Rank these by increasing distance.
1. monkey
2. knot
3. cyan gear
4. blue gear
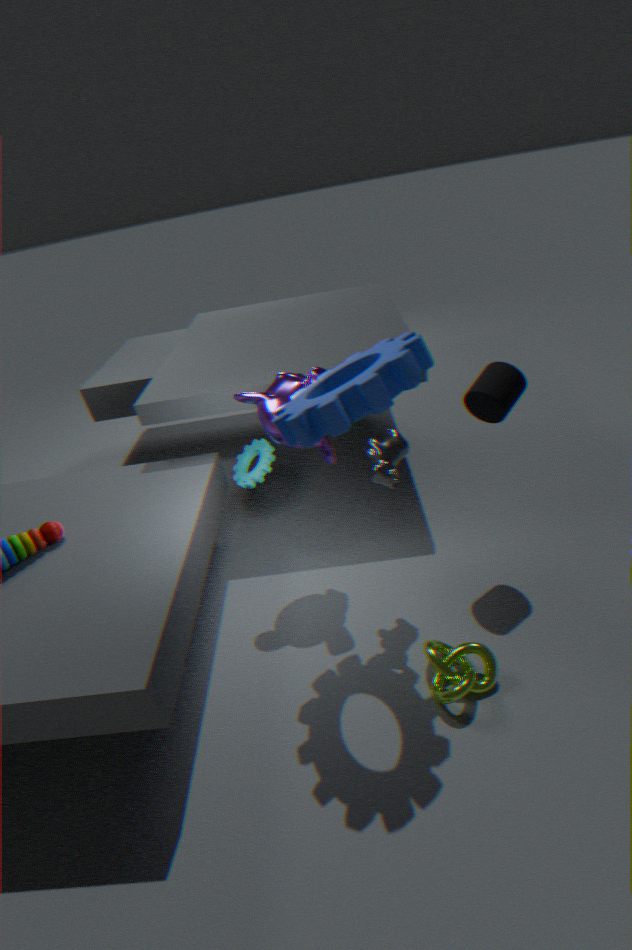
blue gear
knot
monkey
cyan gear
